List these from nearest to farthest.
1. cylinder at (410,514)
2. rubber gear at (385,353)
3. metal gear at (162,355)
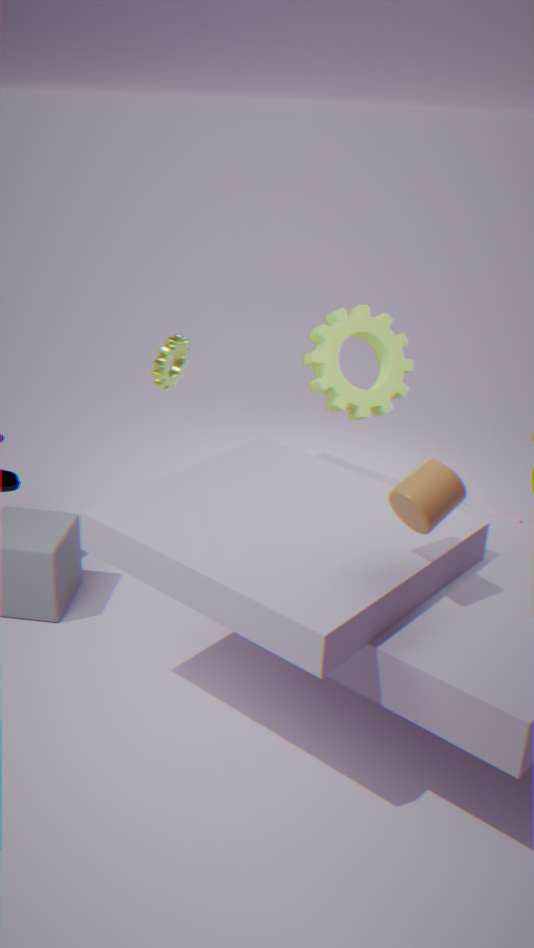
cylinder at (410,514) < rubber gear at (385,353) < metal gear at (162,355)
